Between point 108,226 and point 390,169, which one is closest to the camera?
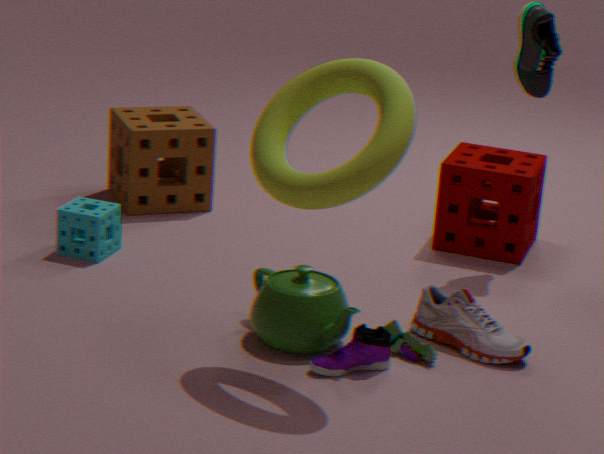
point 390,169
